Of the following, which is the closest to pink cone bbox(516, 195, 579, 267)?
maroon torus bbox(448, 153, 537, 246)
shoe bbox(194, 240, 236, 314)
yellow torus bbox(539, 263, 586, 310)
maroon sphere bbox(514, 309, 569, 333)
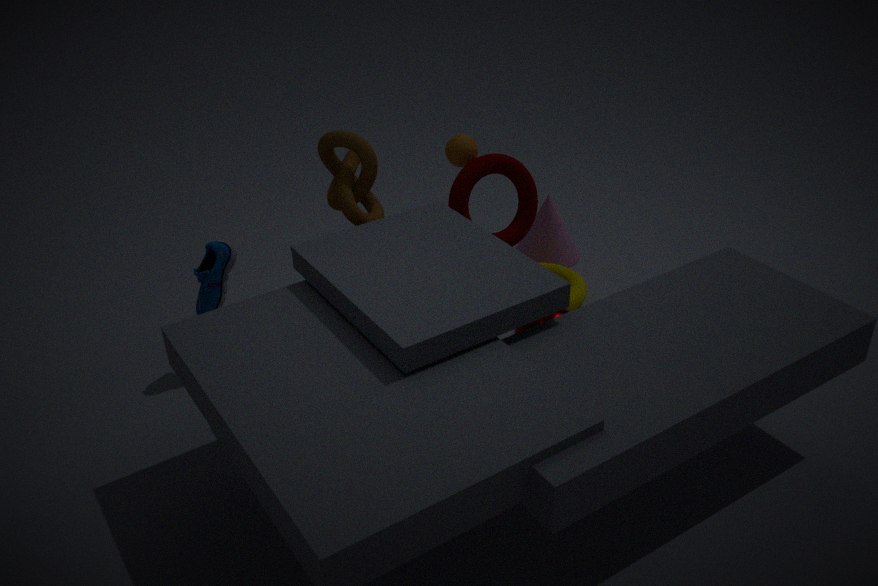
yellow torus bbox(539, 263, 586, 310)
